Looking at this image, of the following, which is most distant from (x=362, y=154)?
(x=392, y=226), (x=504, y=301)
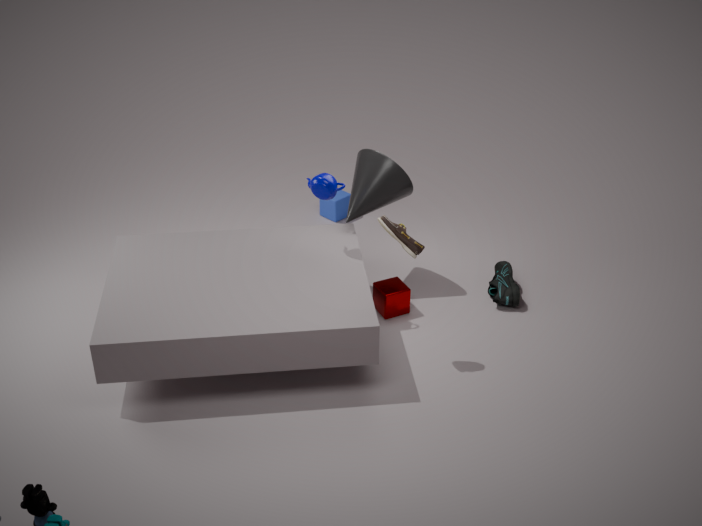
(x=504, y=301)
